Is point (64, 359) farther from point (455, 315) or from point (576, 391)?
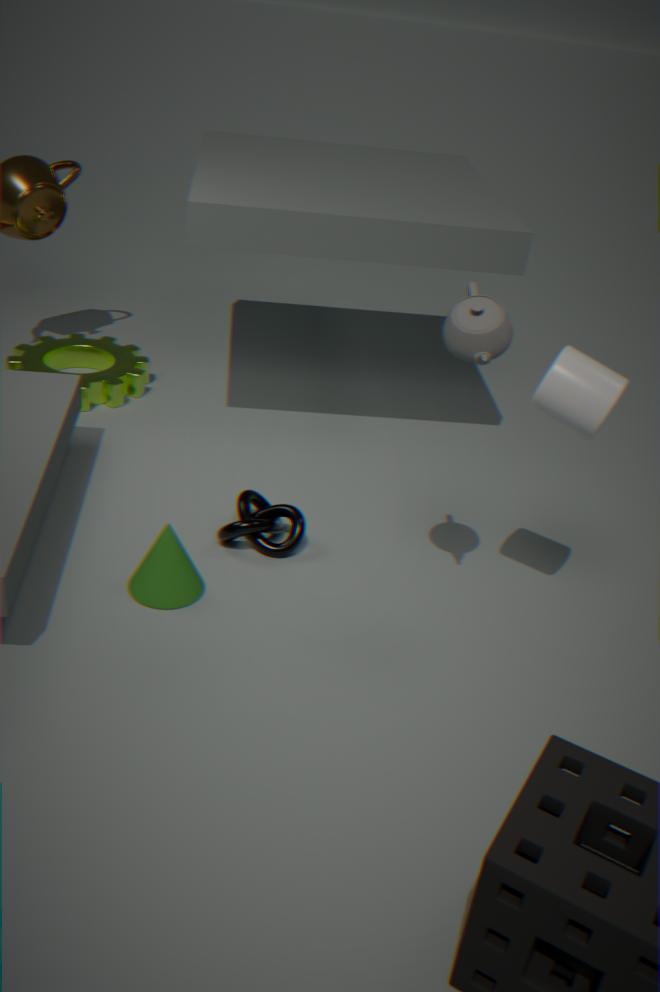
point (576, 391)
